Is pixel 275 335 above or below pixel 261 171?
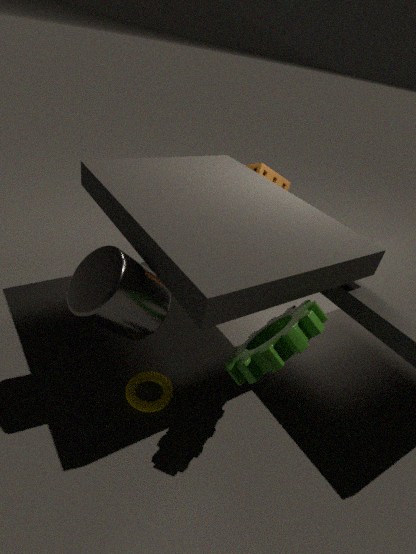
below
